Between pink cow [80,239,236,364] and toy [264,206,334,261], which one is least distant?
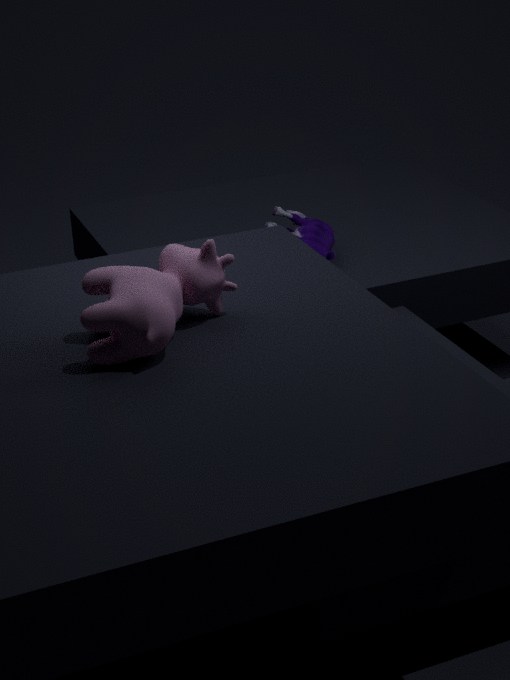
pink cow [80,239,236,364]
